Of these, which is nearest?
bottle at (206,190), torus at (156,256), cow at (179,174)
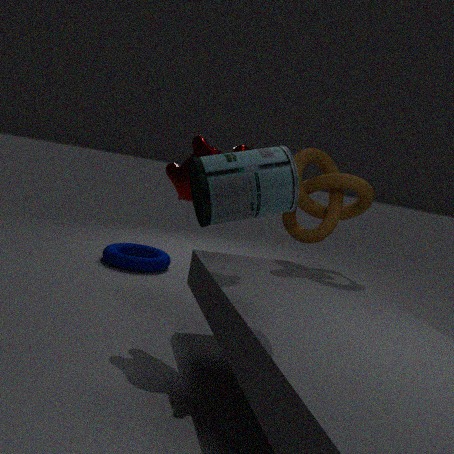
bottle at (206,190)
